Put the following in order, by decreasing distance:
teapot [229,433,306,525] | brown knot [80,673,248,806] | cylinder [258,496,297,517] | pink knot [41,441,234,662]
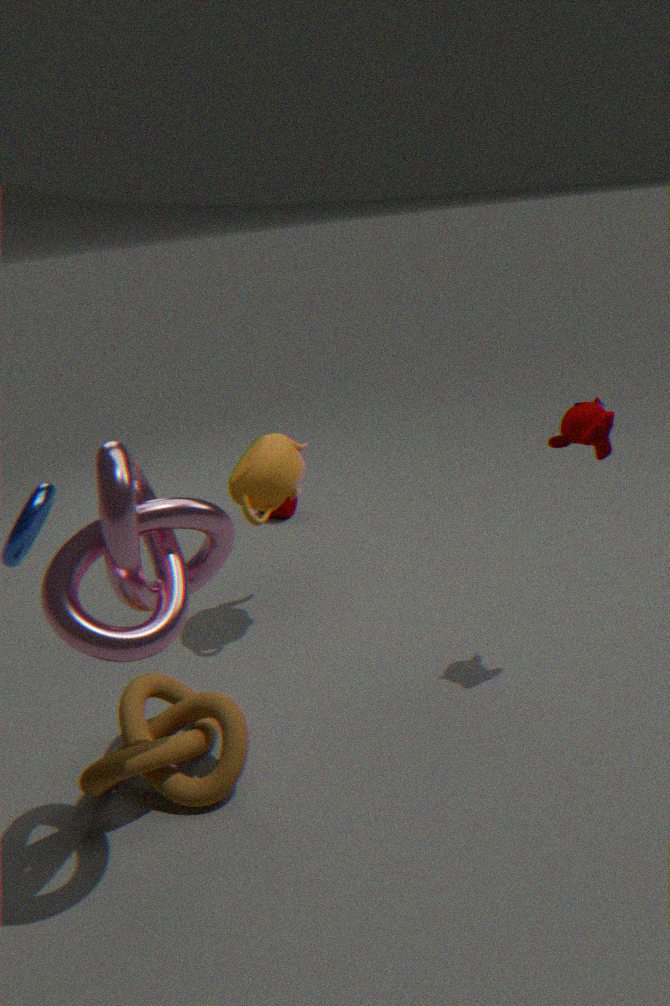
cylinder [258,496,297,517] < teapot [229,433,306,525] < brown knot [80,673,248,806] < pink knot [41,441,234,662]
